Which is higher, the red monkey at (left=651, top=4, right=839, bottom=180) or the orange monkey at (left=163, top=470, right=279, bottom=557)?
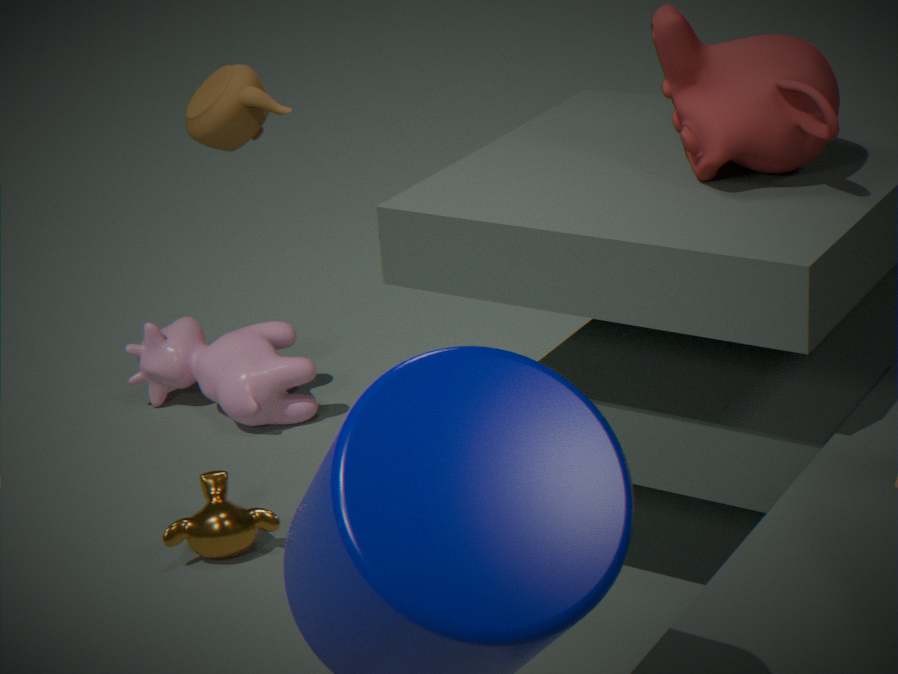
the red monkey at (left=651, top=4, right=839, bottom=180)
